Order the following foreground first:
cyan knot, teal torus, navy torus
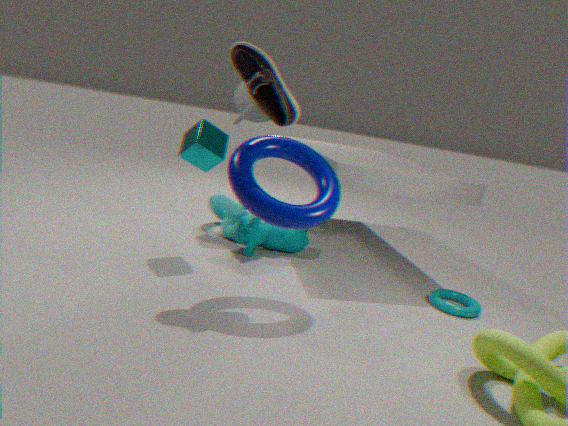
navy torus < teal torus < cyan knot
